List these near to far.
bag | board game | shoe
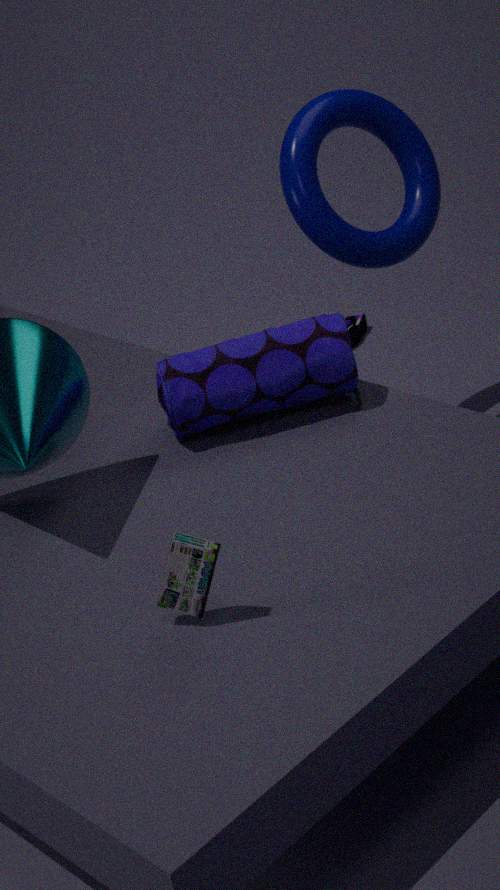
board game < bag < shoe
